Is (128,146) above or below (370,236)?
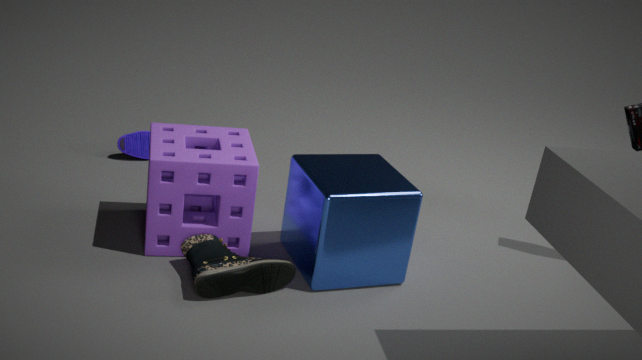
below
